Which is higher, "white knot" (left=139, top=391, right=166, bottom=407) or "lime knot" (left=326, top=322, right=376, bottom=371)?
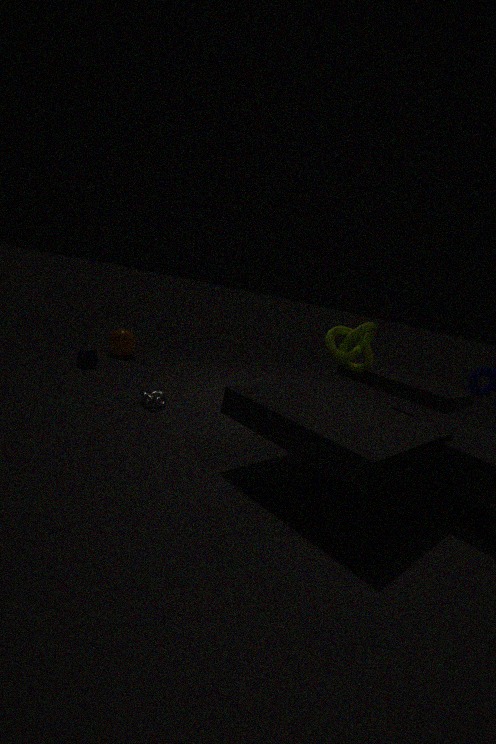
"lime knot" (left=326, top=322, right=376, bottom=371)
